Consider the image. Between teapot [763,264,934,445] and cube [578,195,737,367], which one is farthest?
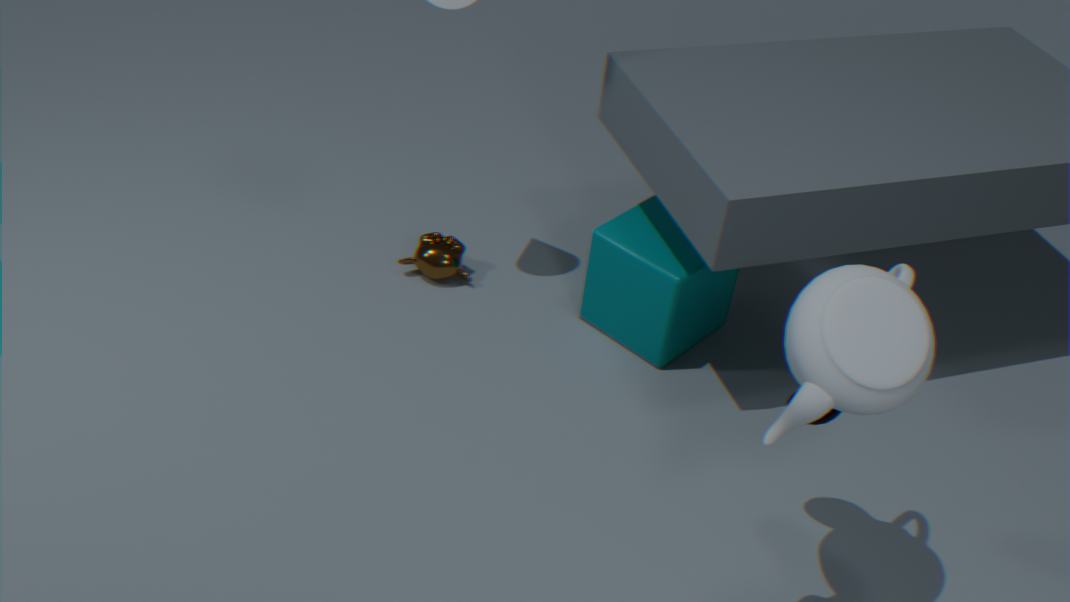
cube [578,195,737,367]
